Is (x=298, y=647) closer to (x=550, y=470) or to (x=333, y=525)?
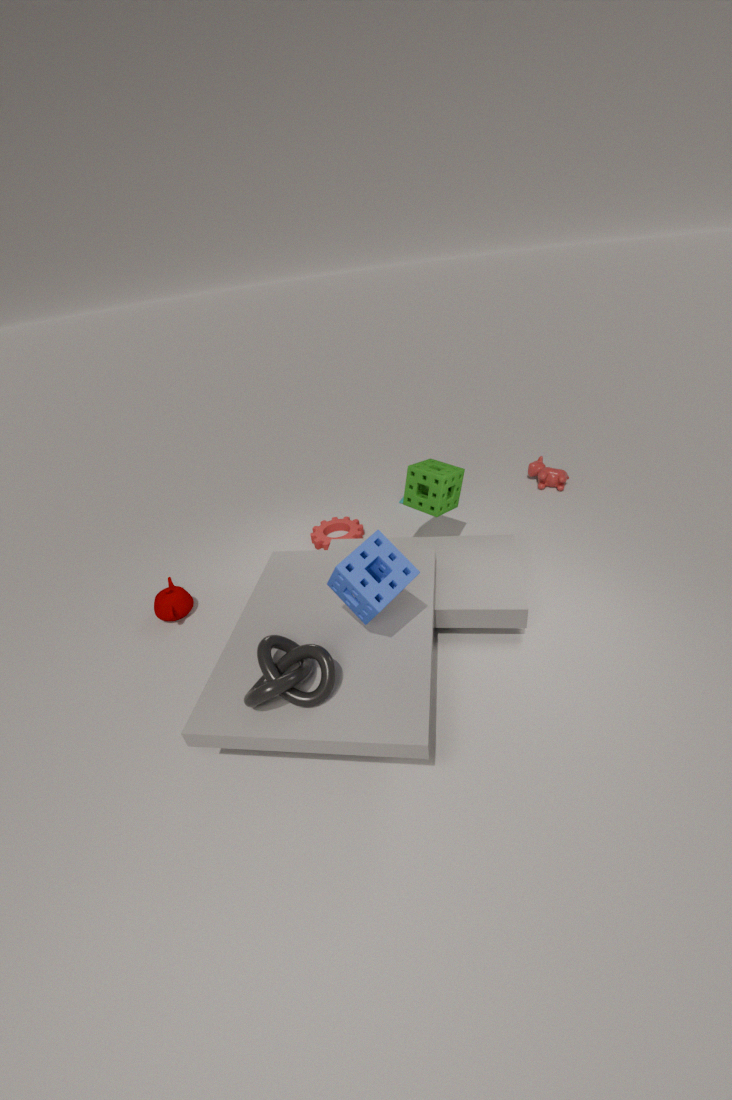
(x=333, y=525)
